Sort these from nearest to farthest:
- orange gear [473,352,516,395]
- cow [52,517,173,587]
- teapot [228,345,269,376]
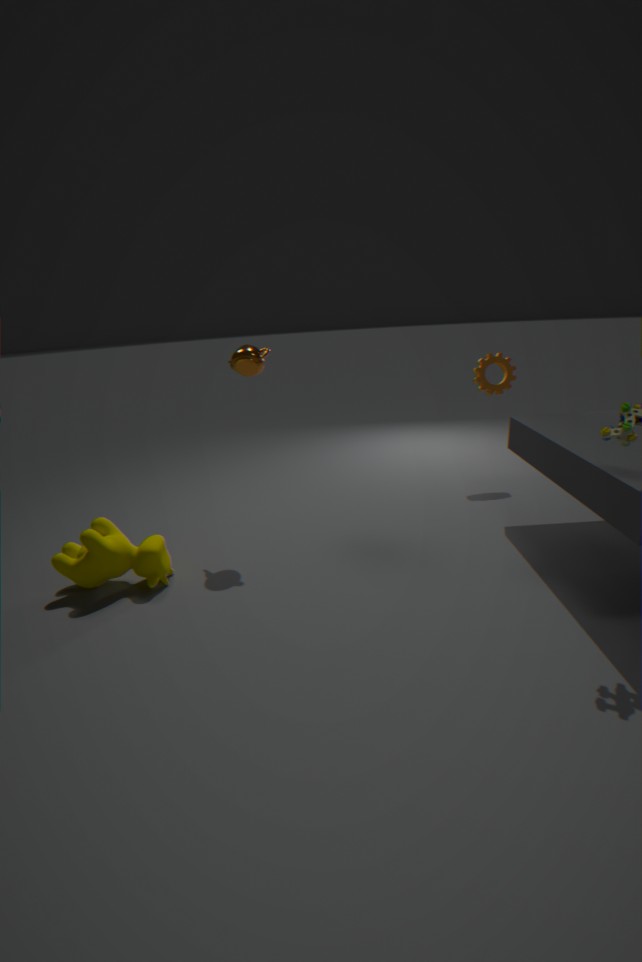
cow [52,517,173,587], teapot [228,345,269,376], orange gear [473,352,516,395]
